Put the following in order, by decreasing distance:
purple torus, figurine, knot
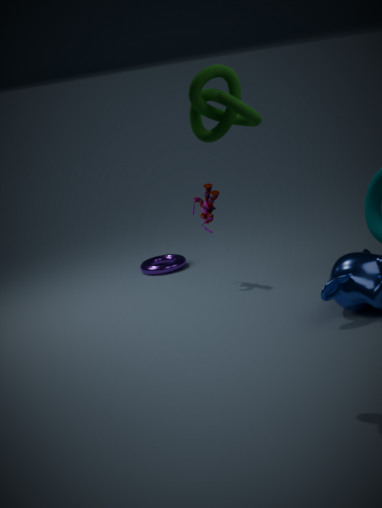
purple torus, figurine, knot
